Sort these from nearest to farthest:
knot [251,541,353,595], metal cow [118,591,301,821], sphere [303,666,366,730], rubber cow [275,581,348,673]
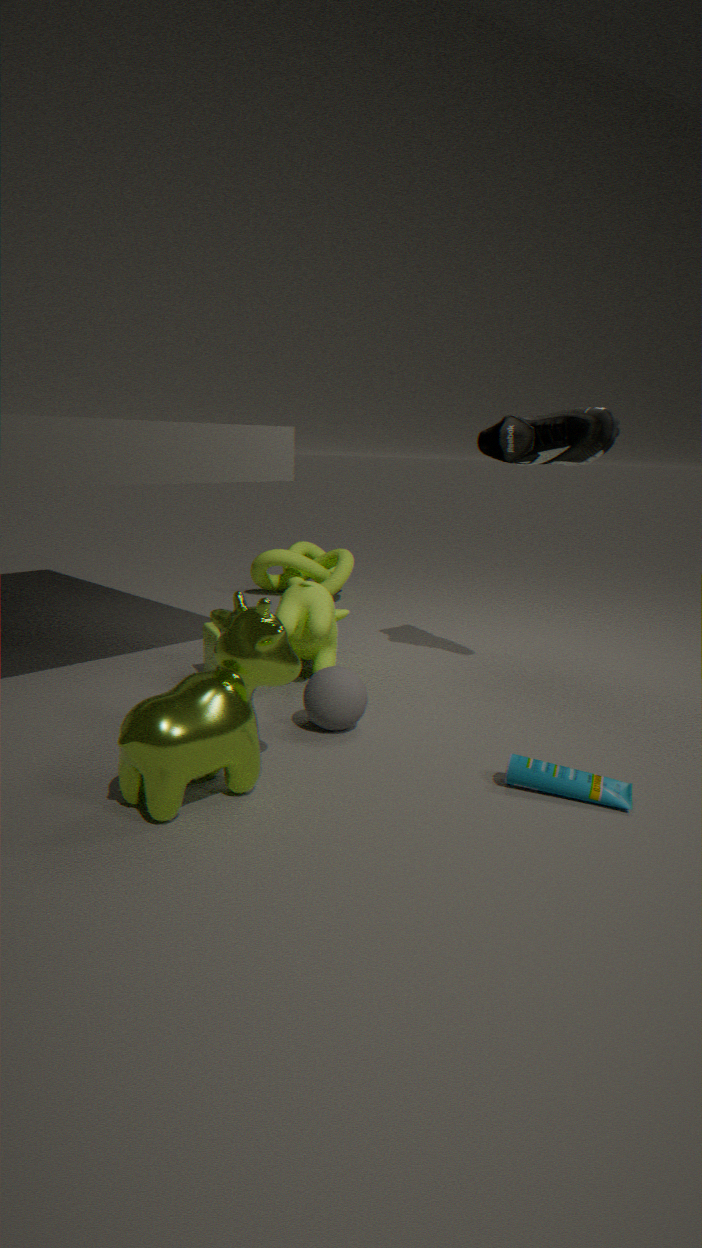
metal cow [118,591,301,821] < sphere [303,666,366,730] < rubber cow [275,581,348,673] < knot [251,541,353,595]
